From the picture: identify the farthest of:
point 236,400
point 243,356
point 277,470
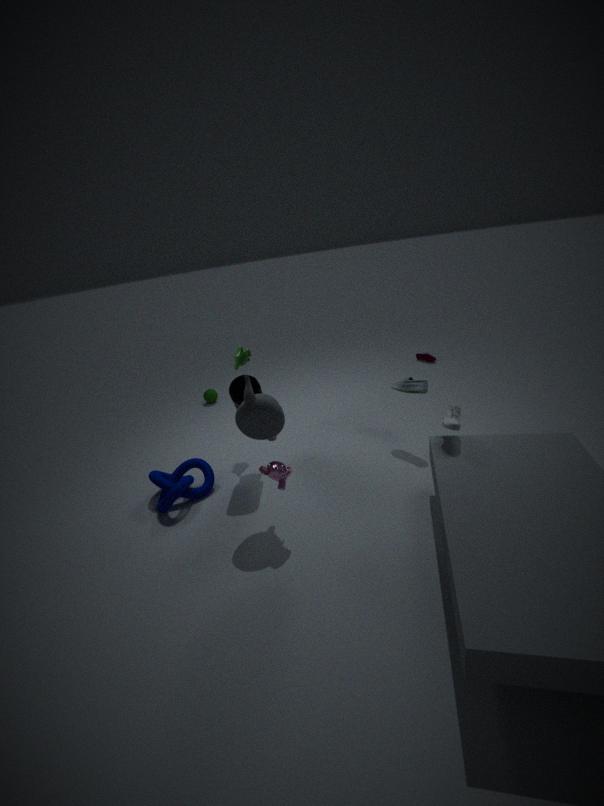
point 243,356
